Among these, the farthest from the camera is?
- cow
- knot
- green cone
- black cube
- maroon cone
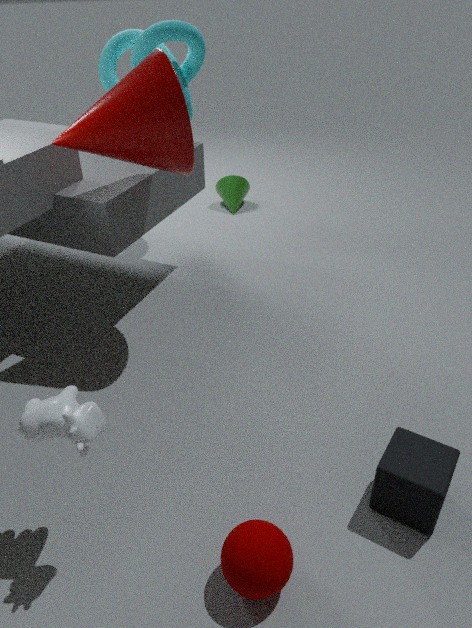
green cone
